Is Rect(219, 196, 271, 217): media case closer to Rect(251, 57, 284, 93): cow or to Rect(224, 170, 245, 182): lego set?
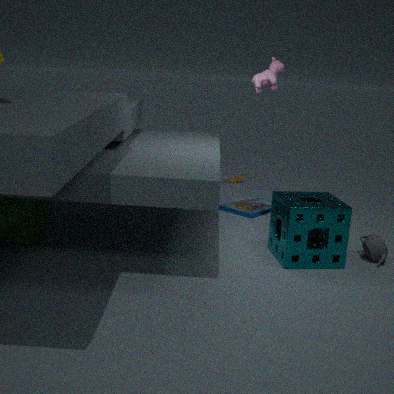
Rect(224, 170, 245, 182): lego set
